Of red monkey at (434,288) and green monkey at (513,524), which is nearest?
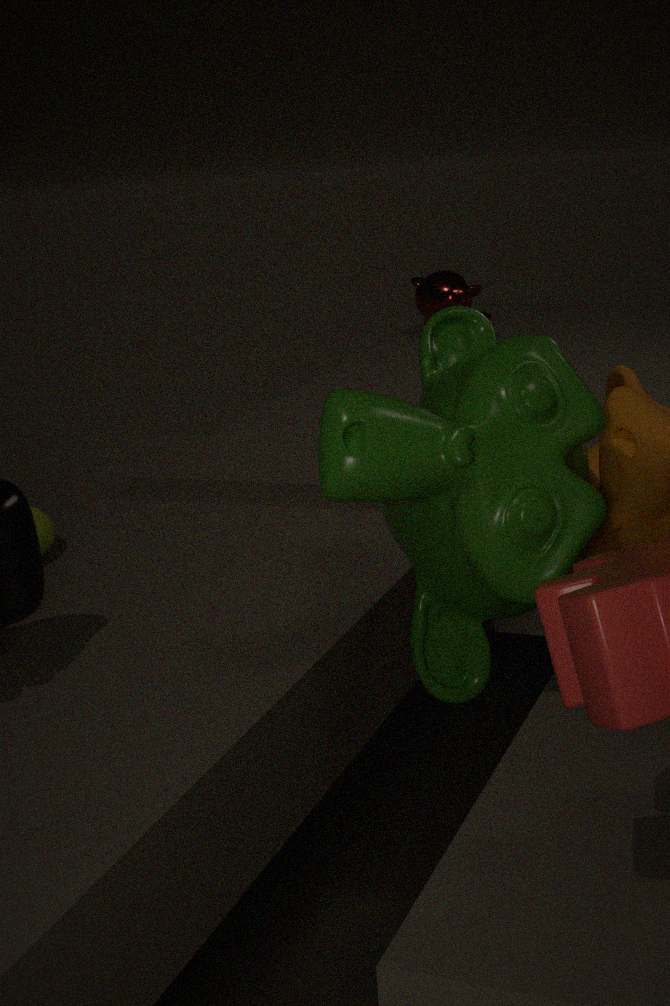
green monkey at (513,524)
